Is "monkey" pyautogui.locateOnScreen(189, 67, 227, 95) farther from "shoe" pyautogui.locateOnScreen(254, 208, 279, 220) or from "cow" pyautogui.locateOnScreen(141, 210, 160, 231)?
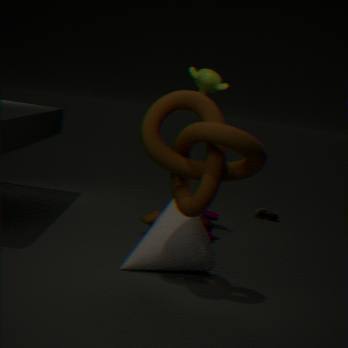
"shoe" pyautogui.locateOnScreen(254, 208, 279, 220)
